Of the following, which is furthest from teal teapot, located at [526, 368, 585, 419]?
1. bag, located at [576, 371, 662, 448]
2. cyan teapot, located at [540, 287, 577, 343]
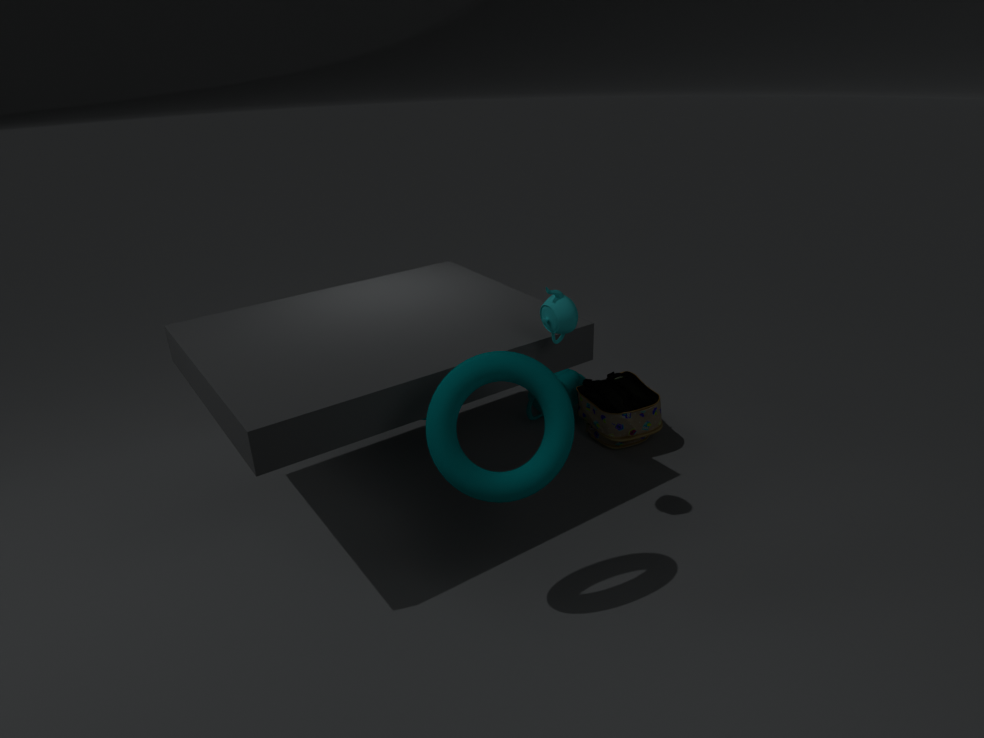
cyan teapot, located at [540, 287, 577, 343]
